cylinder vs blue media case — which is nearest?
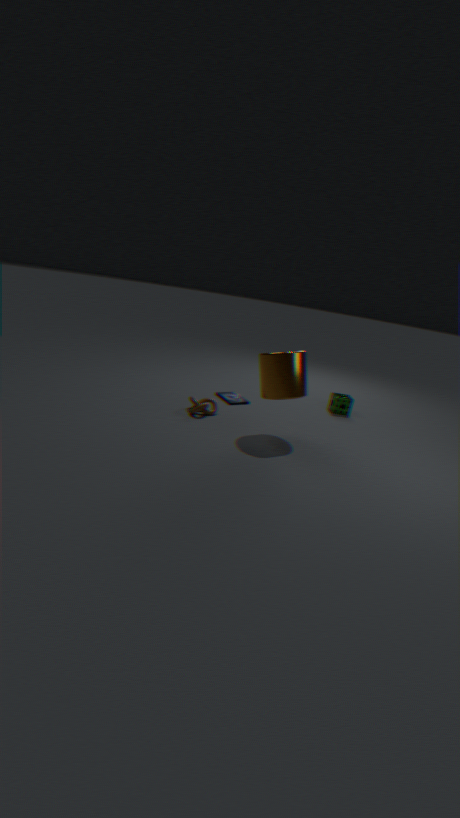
cylinder
